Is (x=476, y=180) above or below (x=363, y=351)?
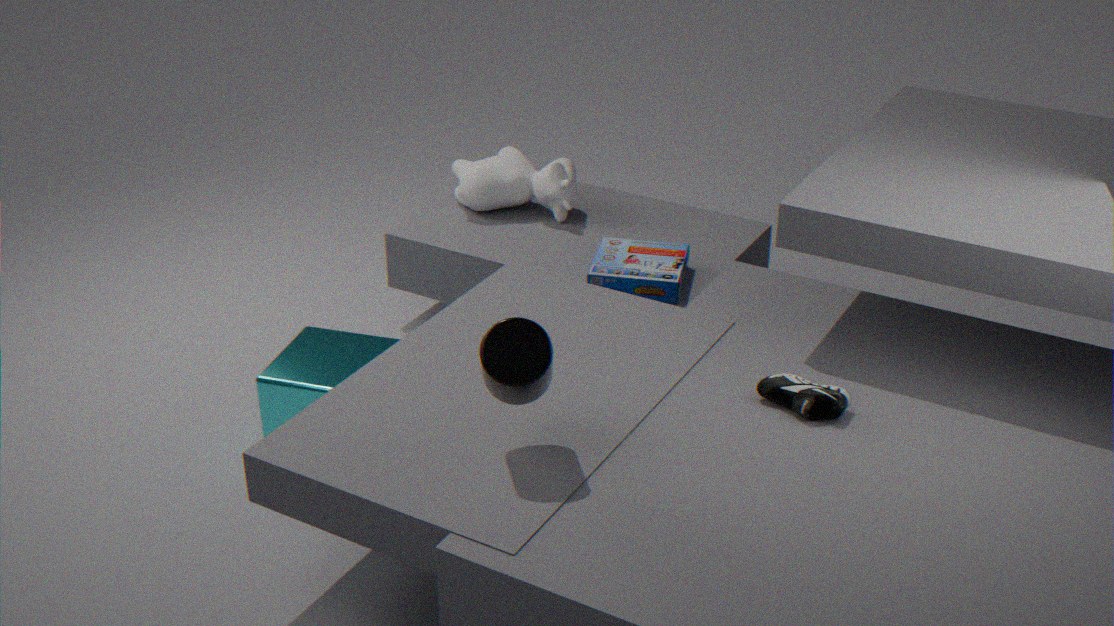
above
